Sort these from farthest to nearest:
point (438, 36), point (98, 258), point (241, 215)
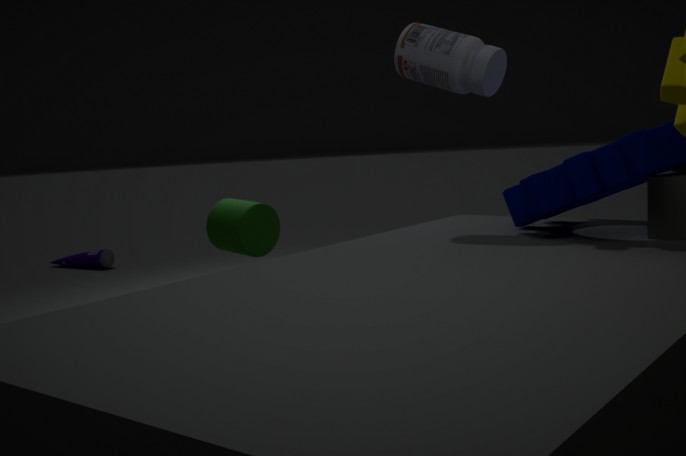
point (98, 258) < point (241, 215) < point (438, 36)
